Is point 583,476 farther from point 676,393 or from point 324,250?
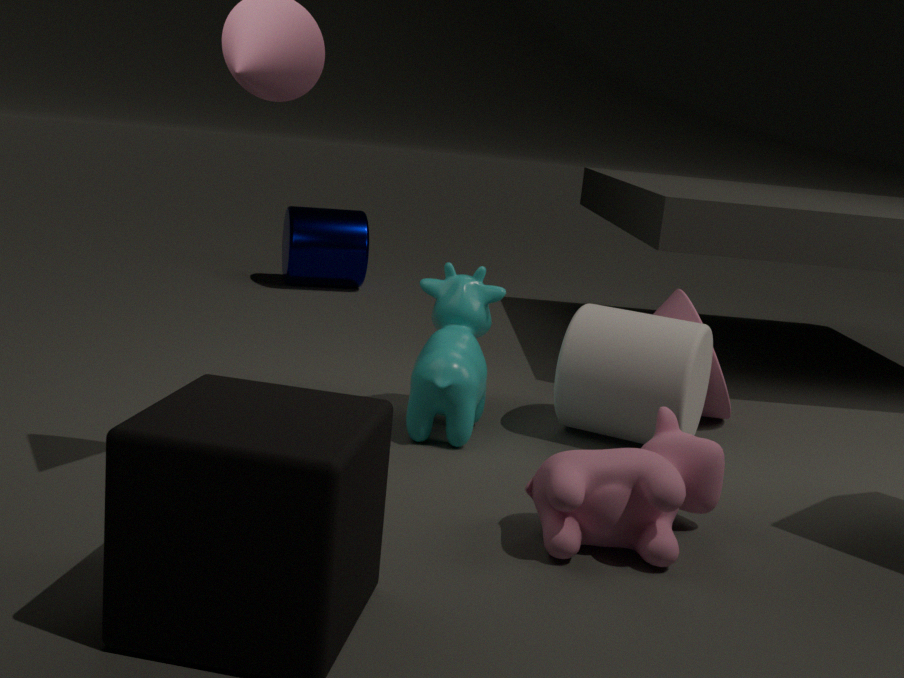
point 324,250
